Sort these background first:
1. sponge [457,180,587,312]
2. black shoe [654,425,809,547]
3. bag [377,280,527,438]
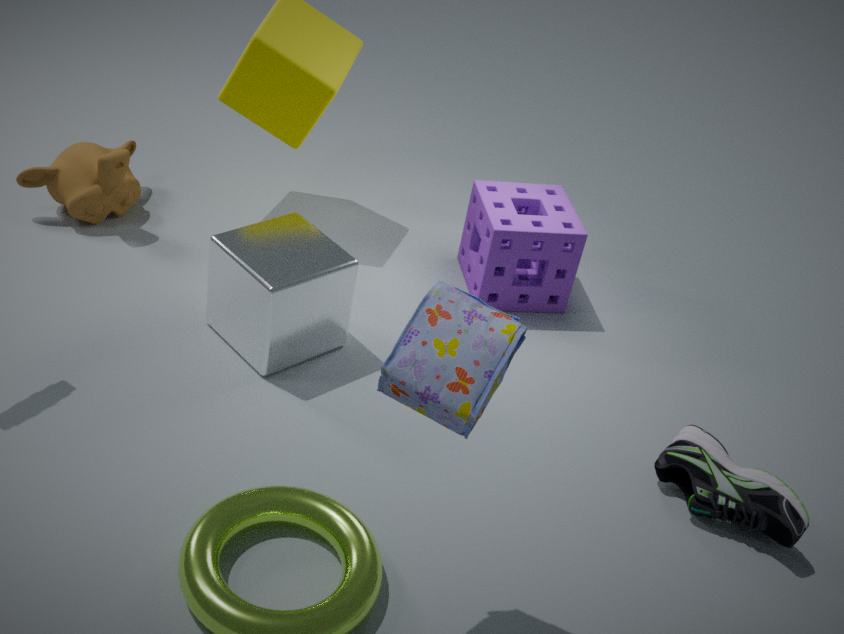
sponge [457,180,587,312], black shoe [654,425,809,547], bag [377,280,527,438]
